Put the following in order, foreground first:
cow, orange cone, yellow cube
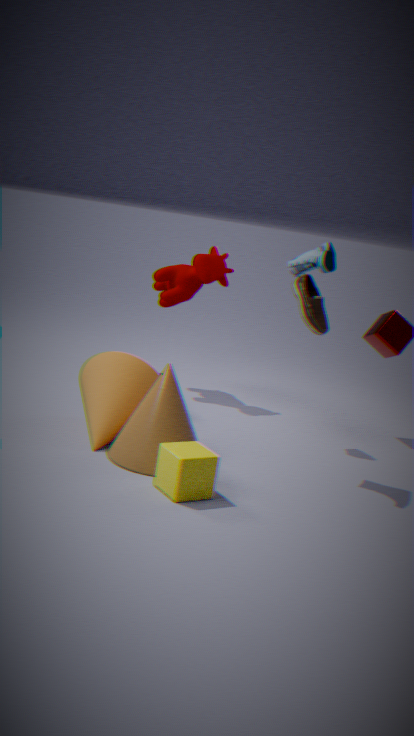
yellow cube → orange cone → cow
